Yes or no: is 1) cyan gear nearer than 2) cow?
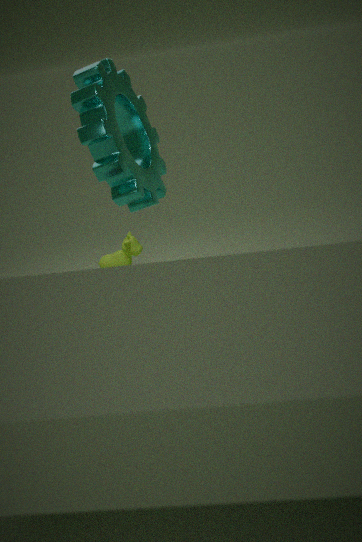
Yes
